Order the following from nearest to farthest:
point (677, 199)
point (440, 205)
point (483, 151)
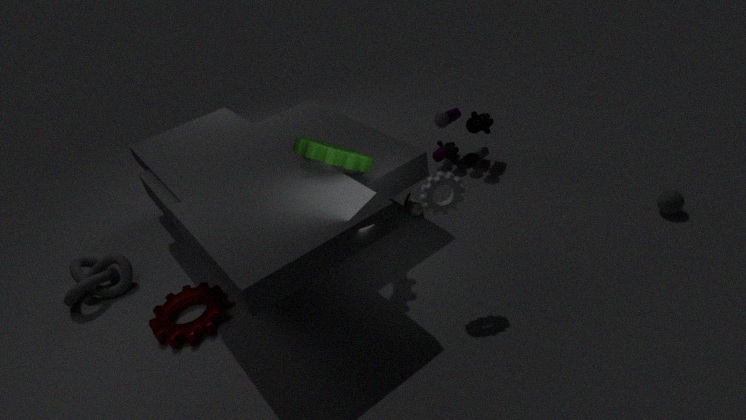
point (440, 205), point (677, 199), point (483, 151)
